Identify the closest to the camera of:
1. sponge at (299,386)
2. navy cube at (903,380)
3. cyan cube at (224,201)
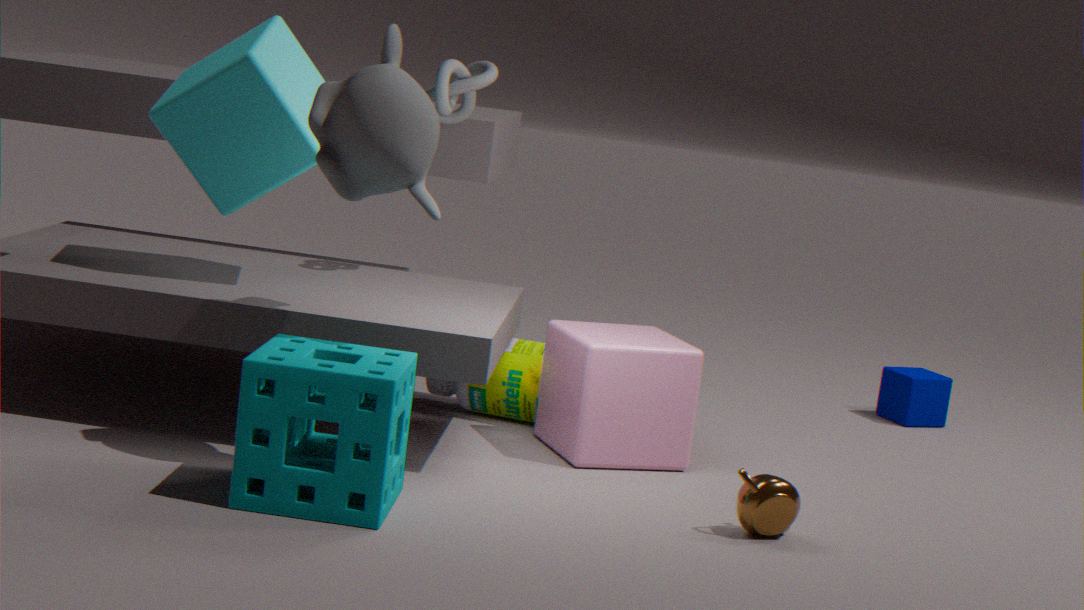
sponge at (299,386)
